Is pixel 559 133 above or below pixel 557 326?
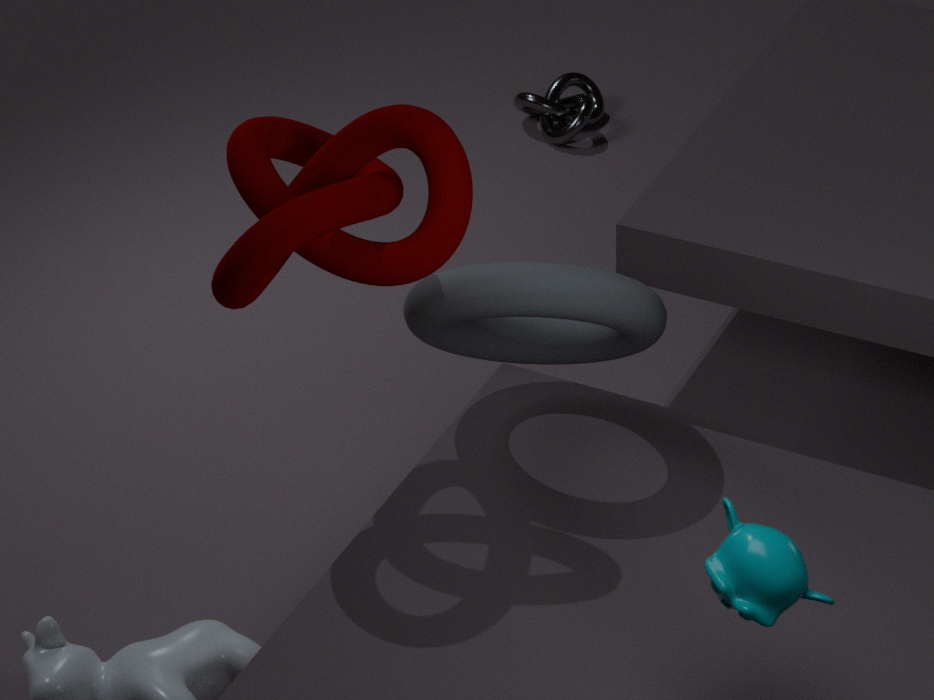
below
